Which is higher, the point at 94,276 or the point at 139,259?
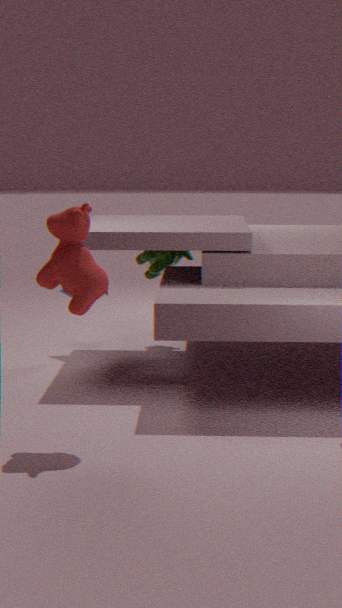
the point at 94,276
